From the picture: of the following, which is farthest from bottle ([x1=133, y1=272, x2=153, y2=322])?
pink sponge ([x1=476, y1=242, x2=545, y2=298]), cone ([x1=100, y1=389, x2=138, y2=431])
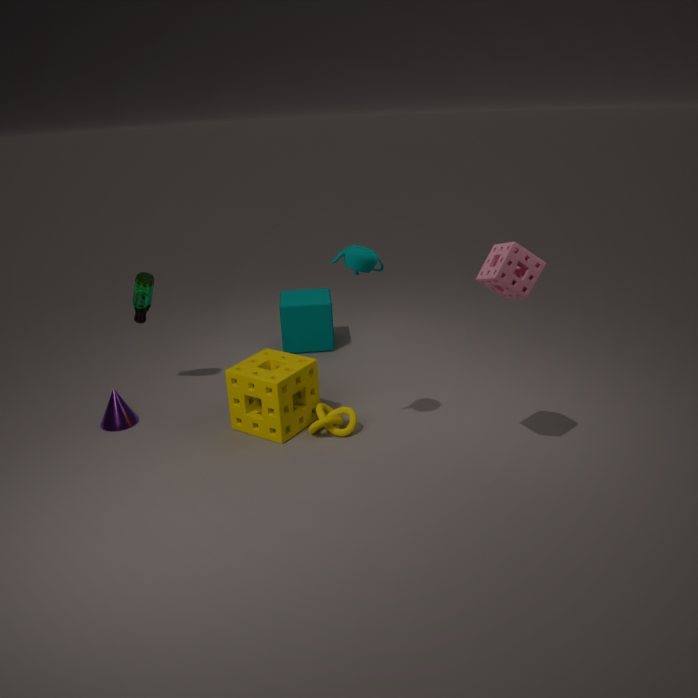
pink sponge ([x1=476, y1=242, x2=545, y2=298])
